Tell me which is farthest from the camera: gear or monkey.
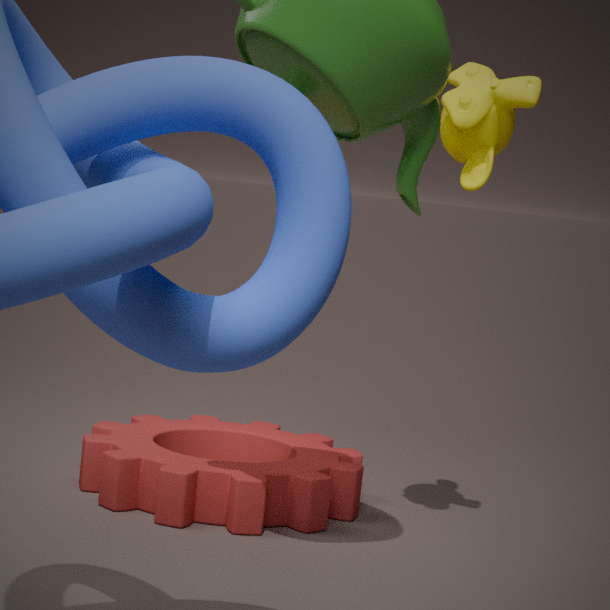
gear
